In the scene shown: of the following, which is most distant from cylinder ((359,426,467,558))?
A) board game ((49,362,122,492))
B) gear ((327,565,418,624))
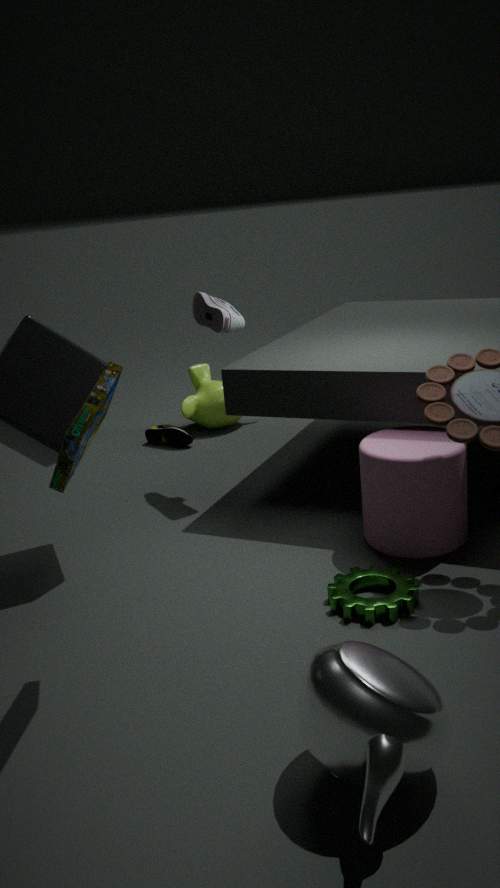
board game ((49,362,122,492))
